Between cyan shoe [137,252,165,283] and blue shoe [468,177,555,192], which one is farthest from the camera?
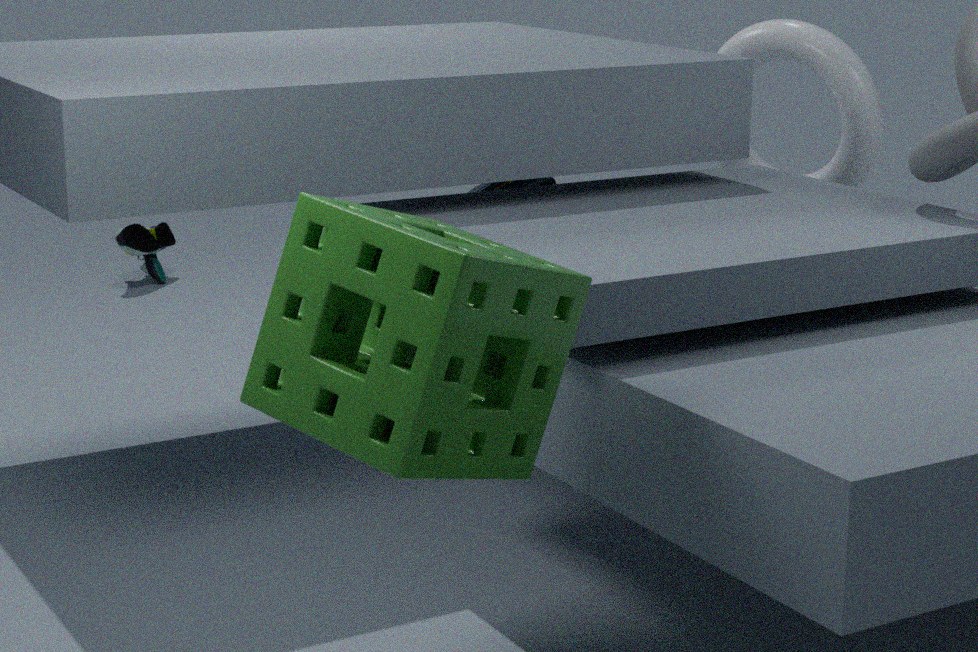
cyan shoe [137,252,165,283]
